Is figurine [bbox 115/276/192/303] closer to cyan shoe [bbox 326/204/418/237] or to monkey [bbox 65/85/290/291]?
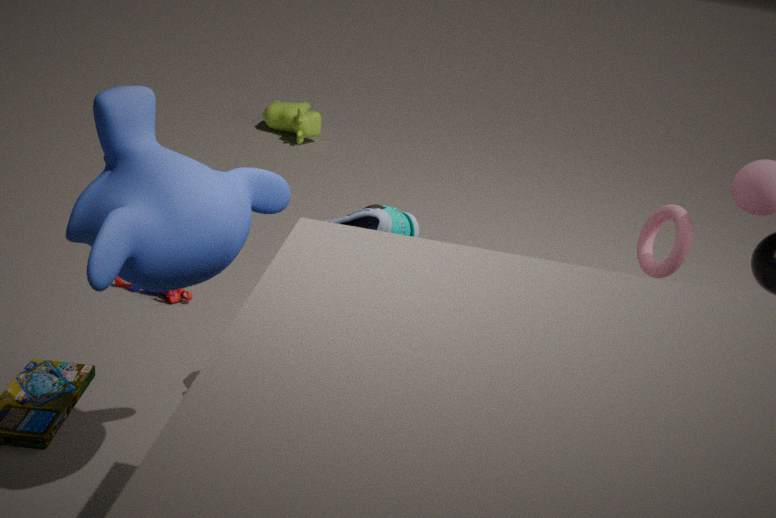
cyan shoe [bbox 326/204/418/237]
